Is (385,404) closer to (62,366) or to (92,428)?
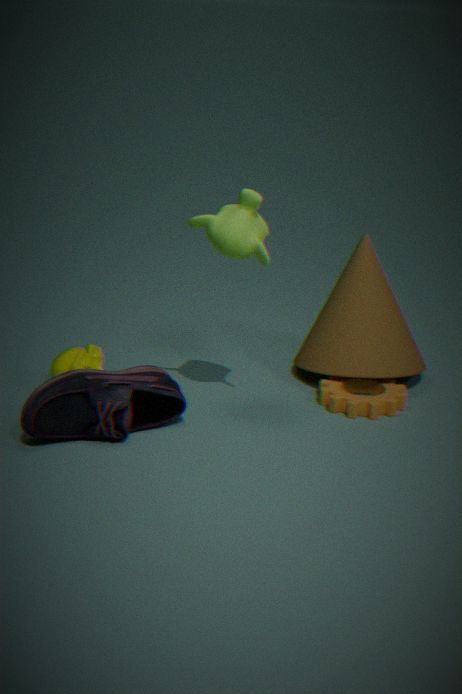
(92,428)
